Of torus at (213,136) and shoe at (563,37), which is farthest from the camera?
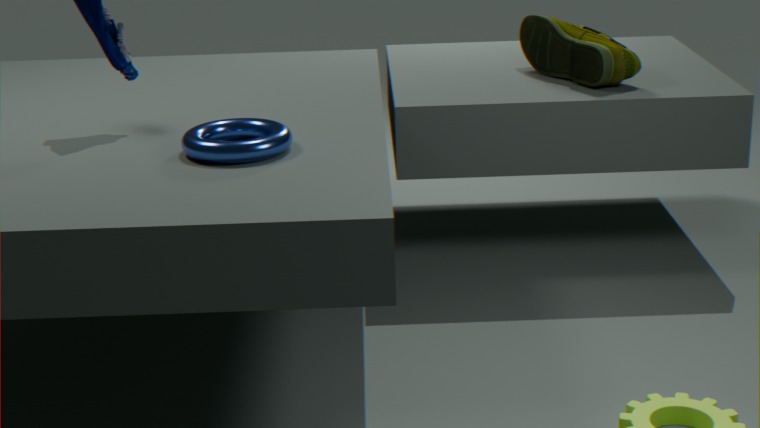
shoe at (563,37)
